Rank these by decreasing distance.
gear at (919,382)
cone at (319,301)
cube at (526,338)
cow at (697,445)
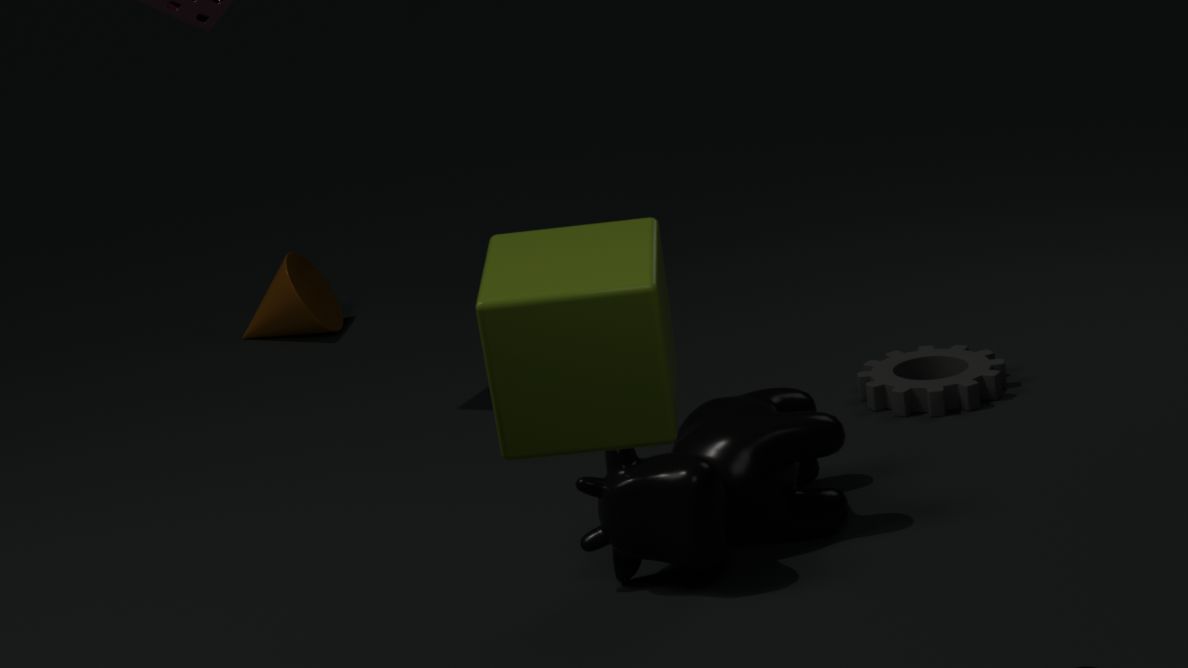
cone at (319,301), gear at (919,382), cow at (697,445), cube at (526,338)
